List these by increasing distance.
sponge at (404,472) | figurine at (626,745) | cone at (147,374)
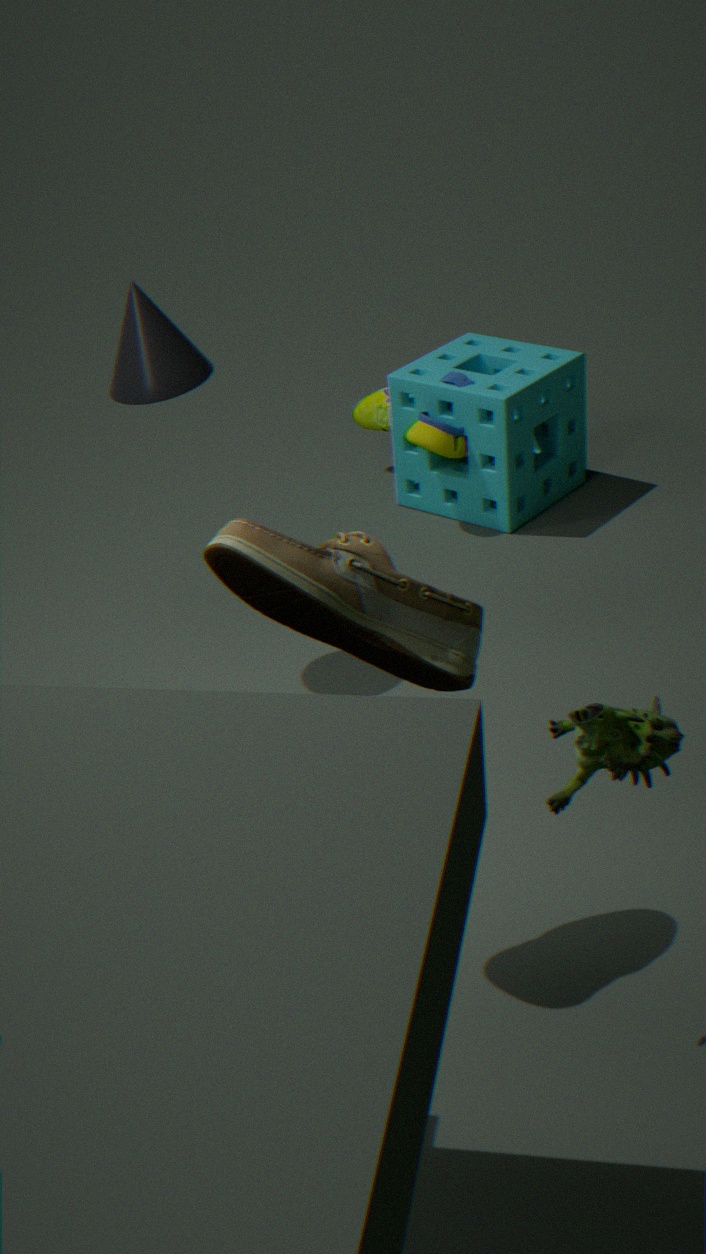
figurine at (626,745) → cone at (147,374) → sponge at (404,472)
